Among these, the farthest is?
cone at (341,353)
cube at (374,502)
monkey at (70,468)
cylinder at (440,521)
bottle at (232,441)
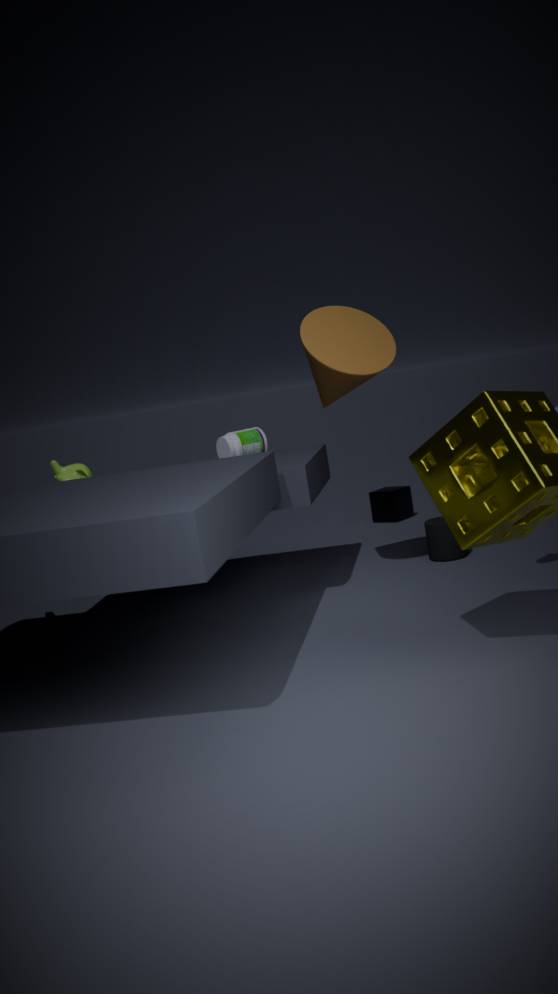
cube at (374,502)
